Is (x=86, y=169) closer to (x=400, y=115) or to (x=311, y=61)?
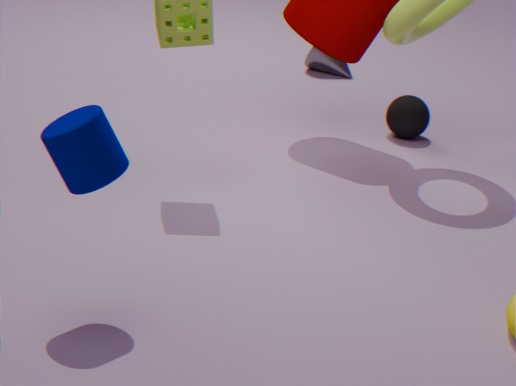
(x=400, y=115)
